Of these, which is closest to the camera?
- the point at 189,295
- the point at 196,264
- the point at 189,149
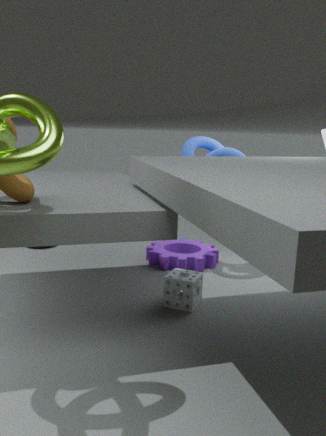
the point at 189,295
